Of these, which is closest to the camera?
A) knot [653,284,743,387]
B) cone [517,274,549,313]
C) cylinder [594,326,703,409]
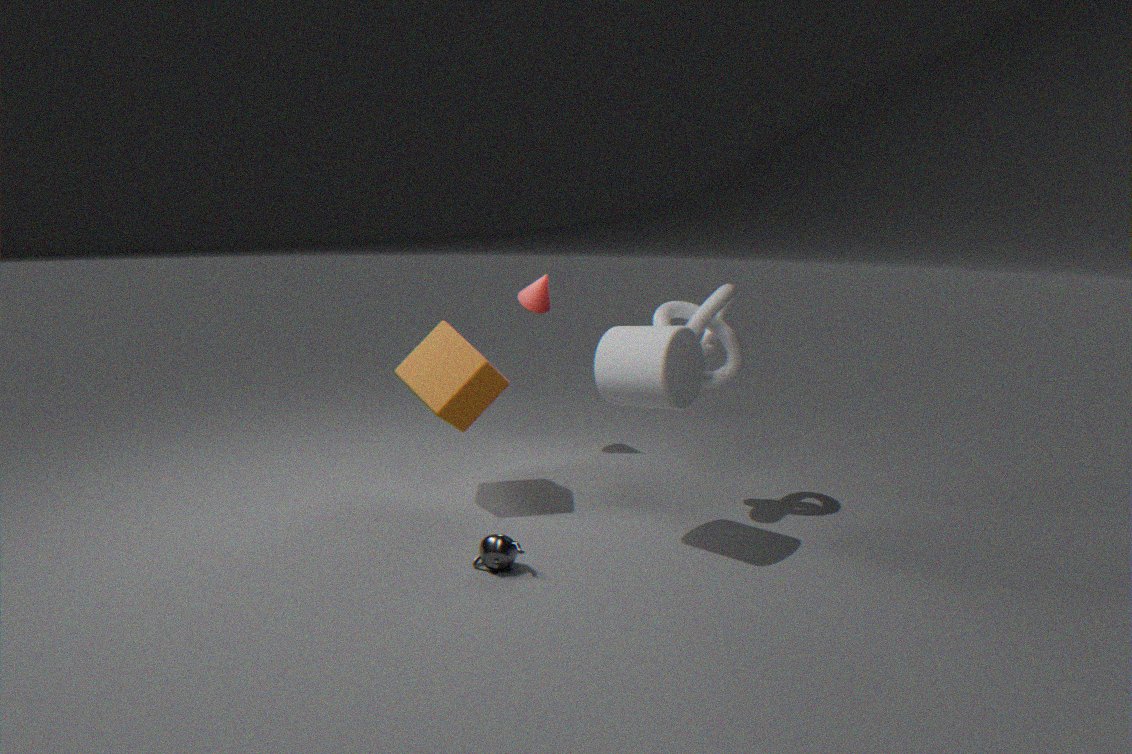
cylinder [594,326,703,409]
